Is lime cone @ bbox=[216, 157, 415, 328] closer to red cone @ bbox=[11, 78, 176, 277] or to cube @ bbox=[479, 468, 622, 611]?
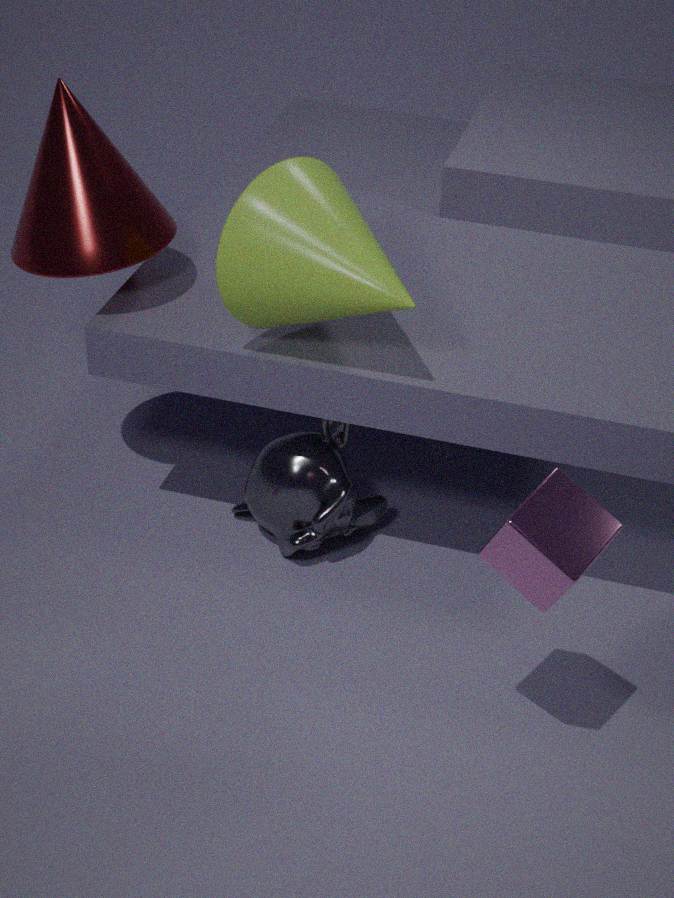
red cone @ bbox=[11, 78, 176, 277]
